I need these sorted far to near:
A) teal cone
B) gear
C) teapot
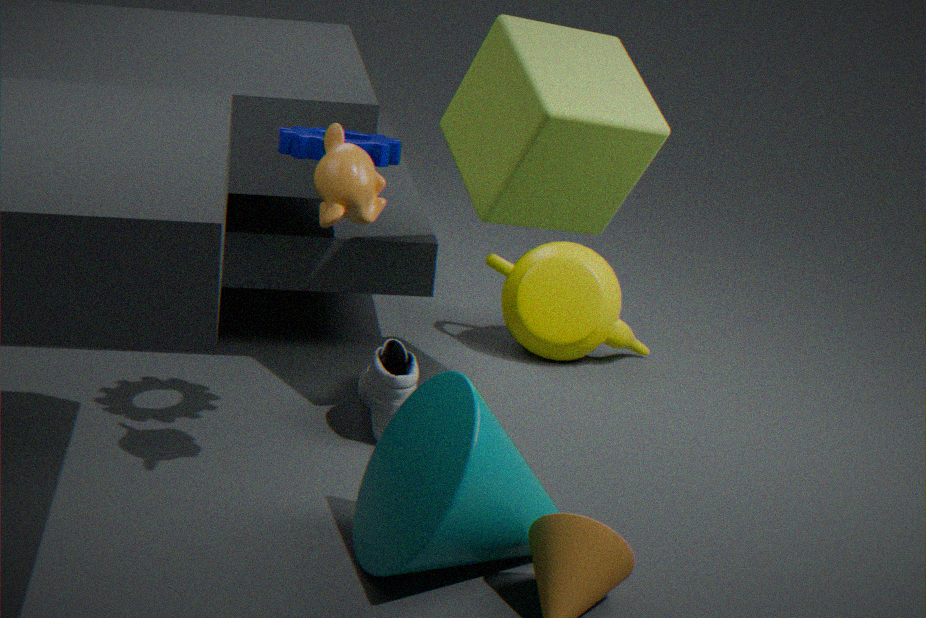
teapot, gear, teal cone
